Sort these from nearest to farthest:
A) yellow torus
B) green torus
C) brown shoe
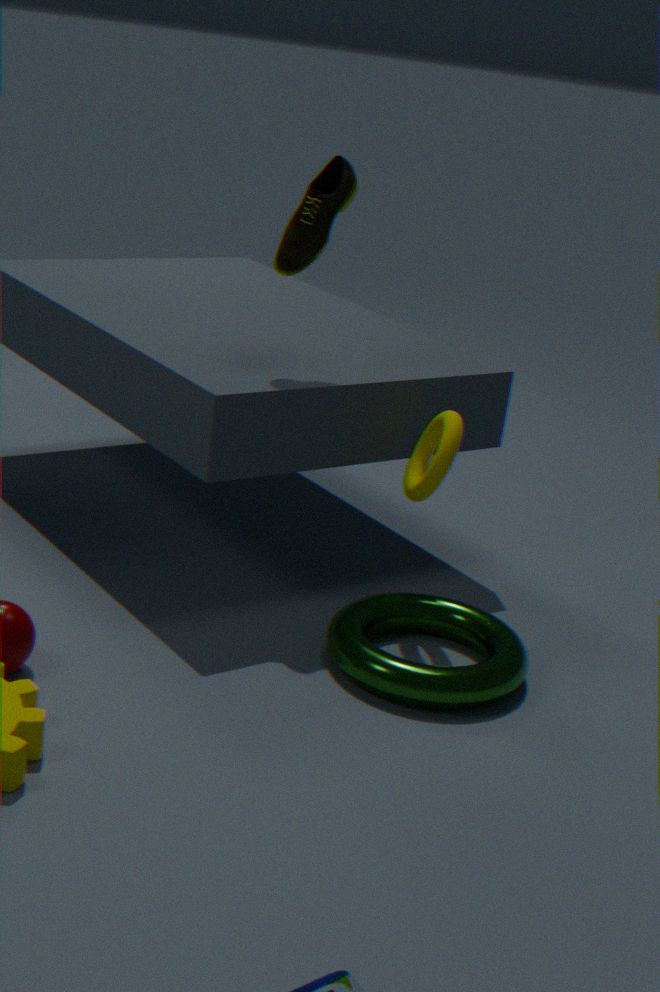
green torus → yellow torus → brown shoe
